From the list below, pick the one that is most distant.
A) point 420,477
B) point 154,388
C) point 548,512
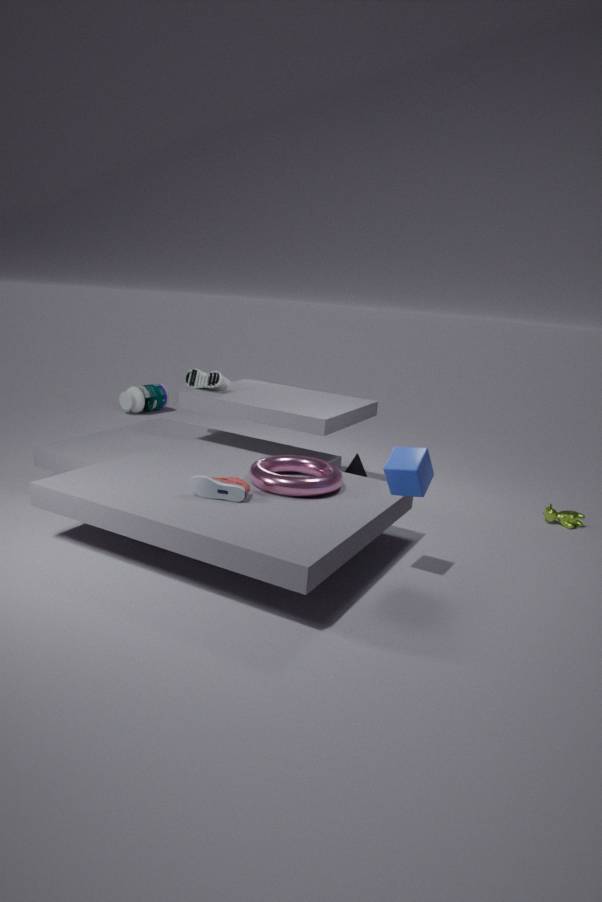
point 154,388
